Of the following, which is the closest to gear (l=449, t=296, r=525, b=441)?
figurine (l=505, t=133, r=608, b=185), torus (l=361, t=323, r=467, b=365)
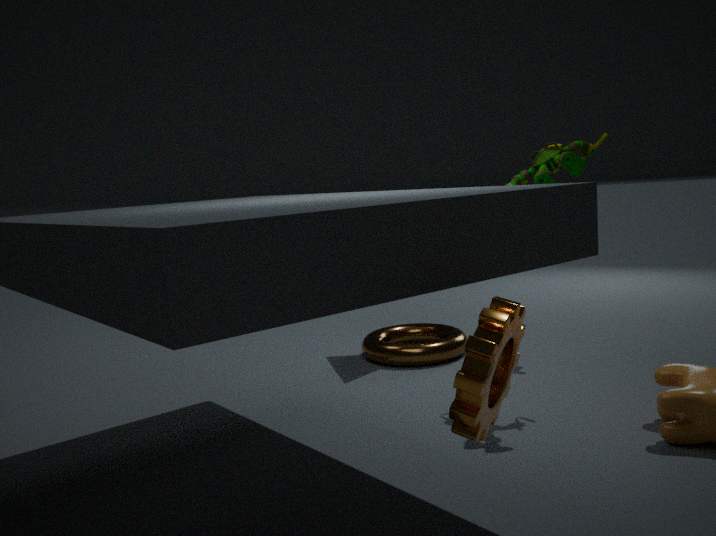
figurine (l=505, t=133, r=608, b=185)
